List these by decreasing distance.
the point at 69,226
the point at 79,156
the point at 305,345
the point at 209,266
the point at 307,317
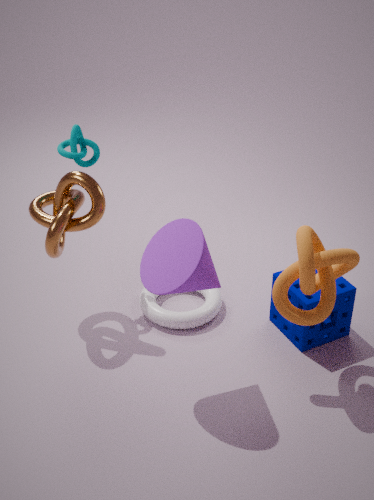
the point at 79,156 → the point at 305,345 → the point at 69,226 → the point at 307,317 → the point at 209,266
